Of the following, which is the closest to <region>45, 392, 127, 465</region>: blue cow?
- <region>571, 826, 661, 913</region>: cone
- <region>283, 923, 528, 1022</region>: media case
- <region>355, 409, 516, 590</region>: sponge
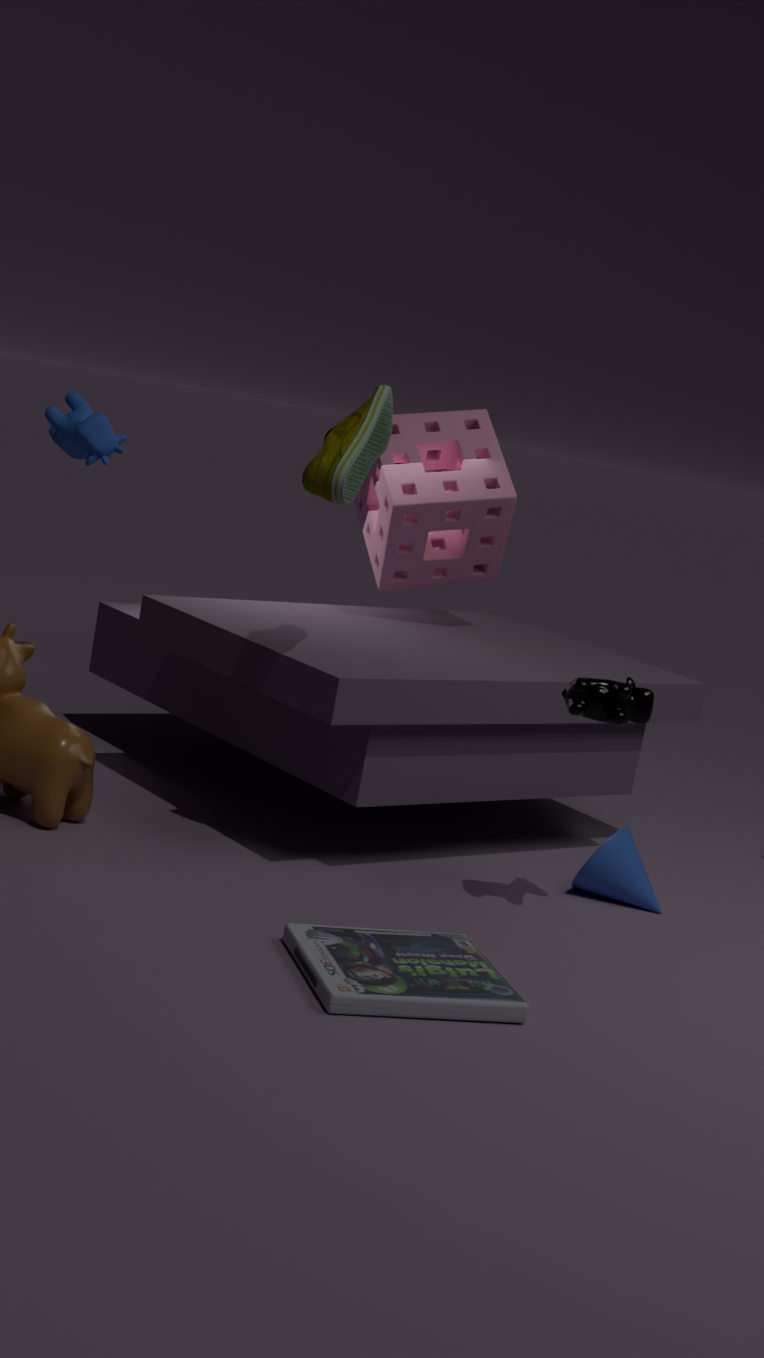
<region>355, 409, 516, 590</region>: sponge
